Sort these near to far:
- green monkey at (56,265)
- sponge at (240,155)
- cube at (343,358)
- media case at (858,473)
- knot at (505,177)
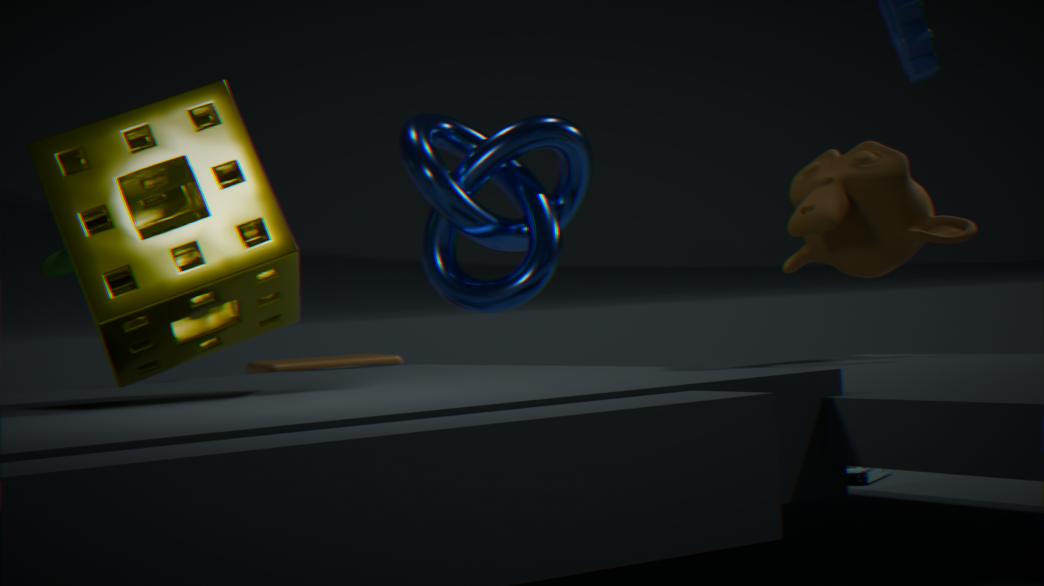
→ sponge at (240,155) < green monkey at (56,265) < knot at (505,177) < media case at (858,473) < cube at (343,358)
